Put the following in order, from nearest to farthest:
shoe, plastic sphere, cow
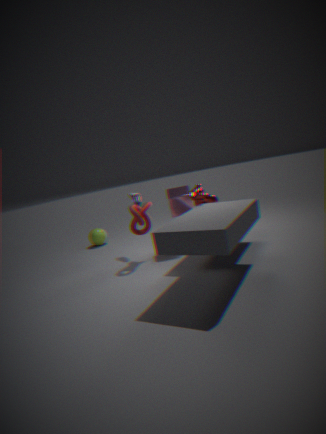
1. cow
2. shoe
3. plastic sphere
